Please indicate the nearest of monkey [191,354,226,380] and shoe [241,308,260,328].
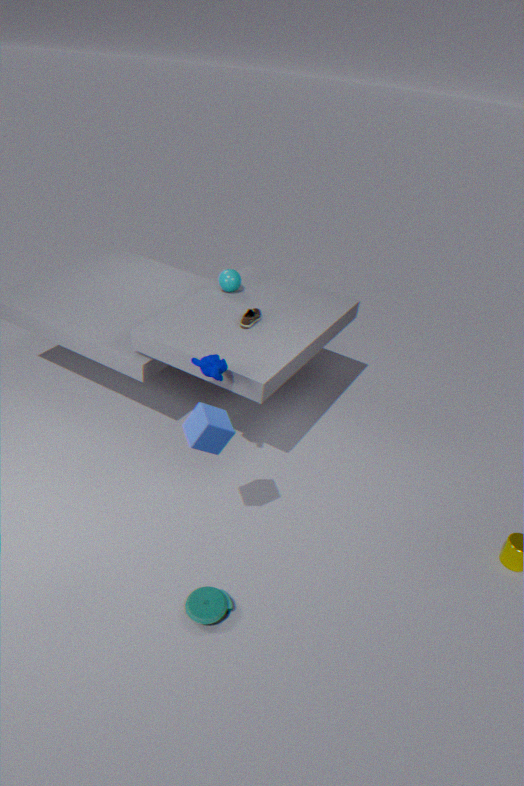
monkey [191,354,226,380]
